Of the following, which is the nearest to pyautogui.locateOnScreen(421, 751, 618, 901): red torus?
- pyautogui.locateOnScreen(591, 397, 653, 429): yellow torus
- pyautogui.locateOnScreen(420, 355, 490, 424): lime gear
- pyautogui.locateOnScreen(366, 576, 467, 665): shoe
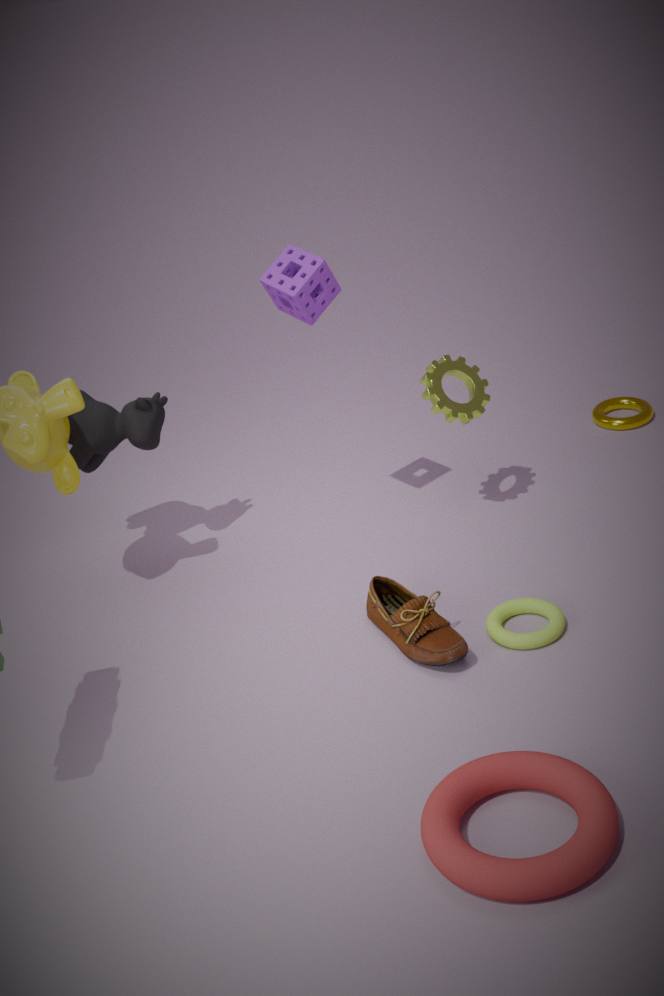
pyautogui.locateOnScreen(366, 576, 467, 665): shoe
